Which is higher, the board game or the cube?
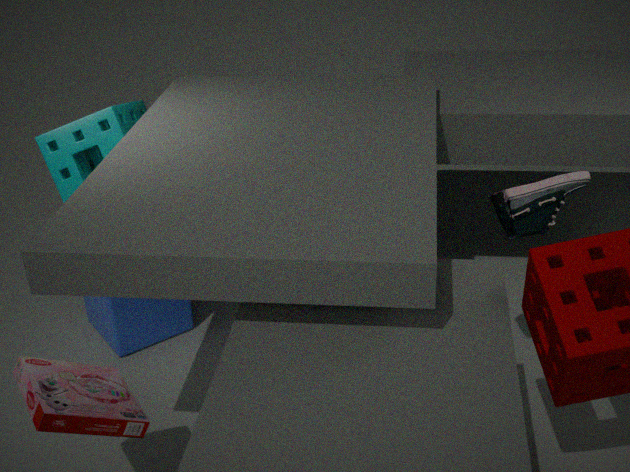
the board game
